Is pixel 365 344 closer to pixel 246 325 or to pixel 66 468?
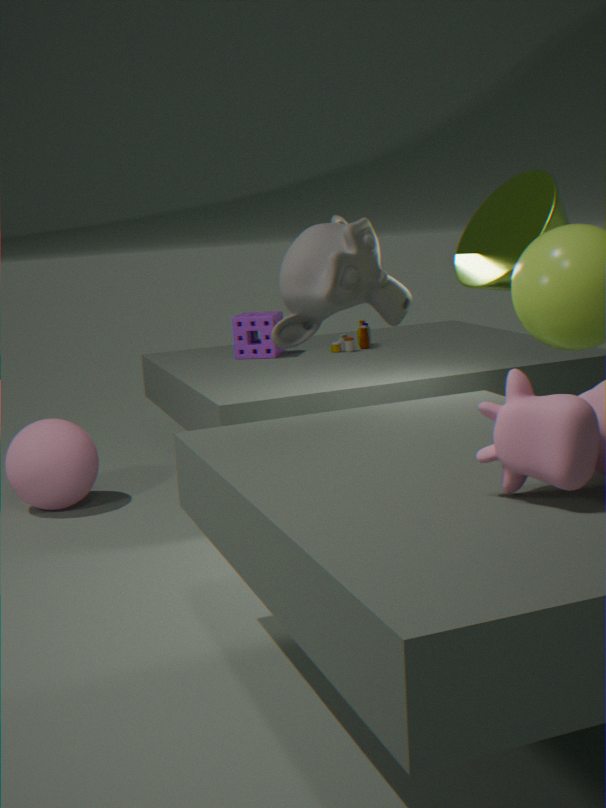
pixel 246 325
